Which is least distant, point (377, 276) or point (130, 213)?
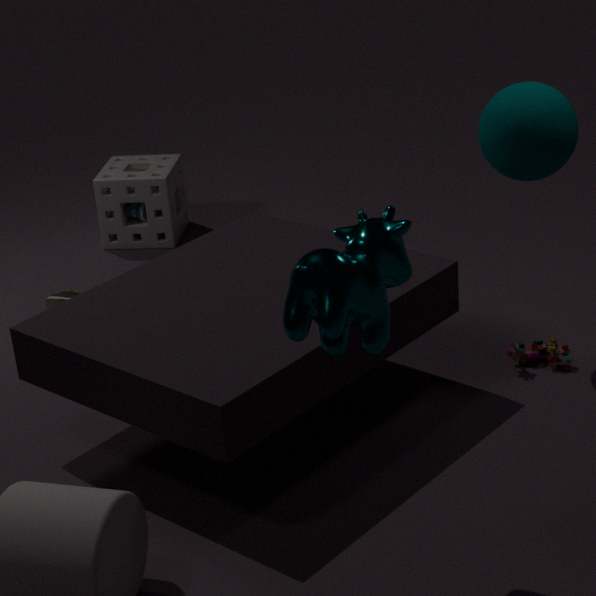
point (377, 276)
